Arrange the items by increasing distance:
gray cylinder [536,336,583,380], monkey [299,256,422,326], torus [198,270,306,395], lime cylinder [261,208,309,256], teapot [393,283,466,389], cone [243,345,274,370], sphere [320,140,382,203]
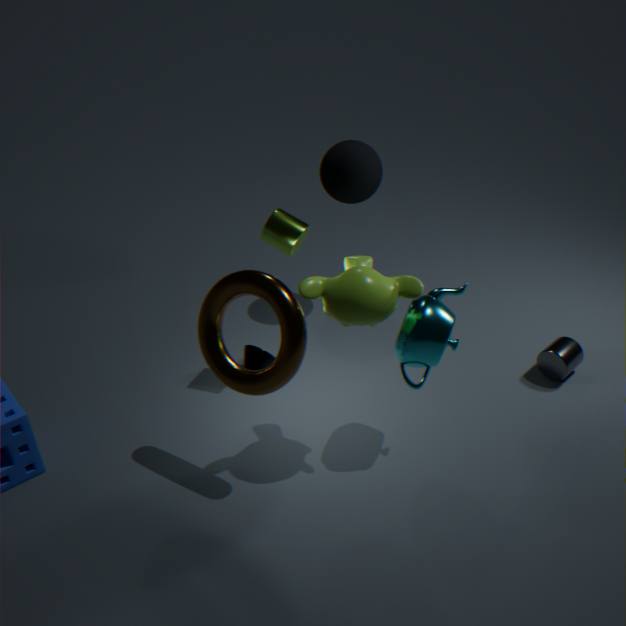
monkey [299,256,422,326], torus [198,270,306,395], teapot [393,283,466,389], lime cylinder [261,208,309,256], gray cylinder [536,336,583,380], cone [243,345,274,370], sphere [320,140,382,203]
